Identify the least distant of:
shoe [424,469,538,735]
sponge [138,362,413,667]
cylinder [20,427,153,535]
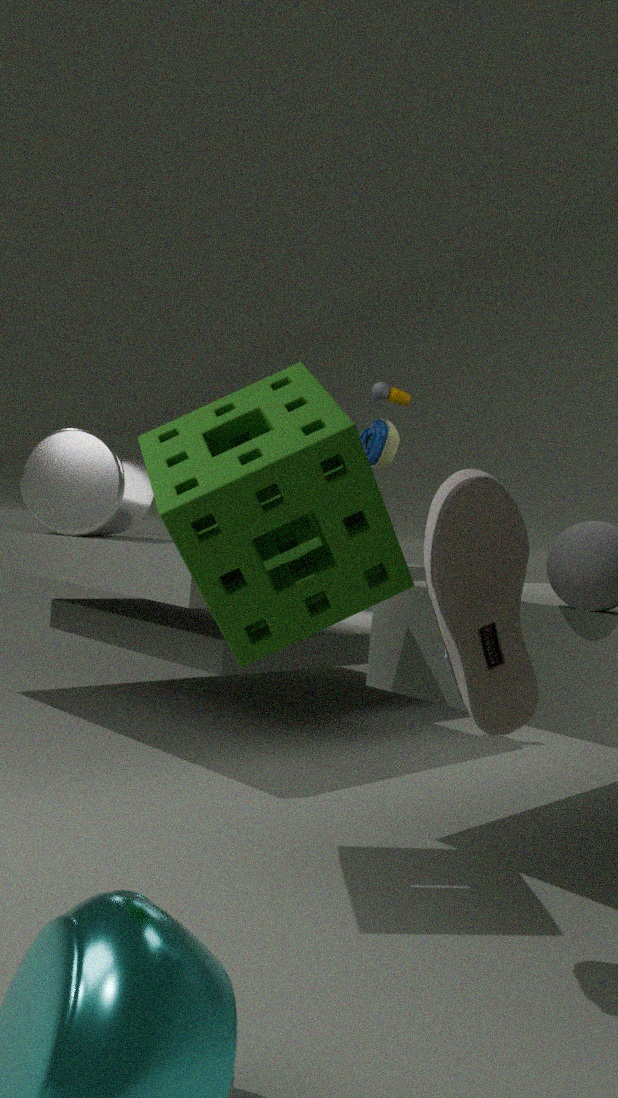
shoe [424,469,538,735]
